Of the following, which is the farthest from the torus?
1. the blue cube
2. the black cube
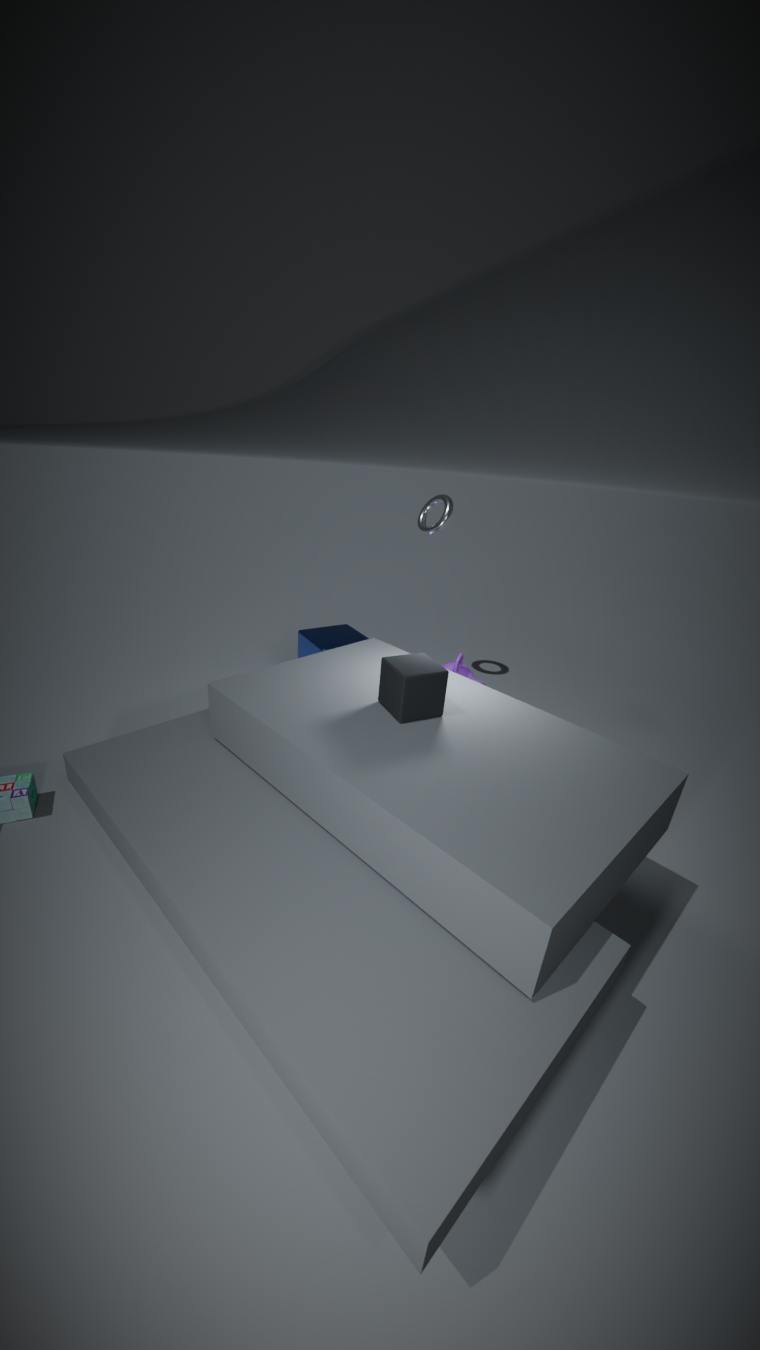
the black cube
